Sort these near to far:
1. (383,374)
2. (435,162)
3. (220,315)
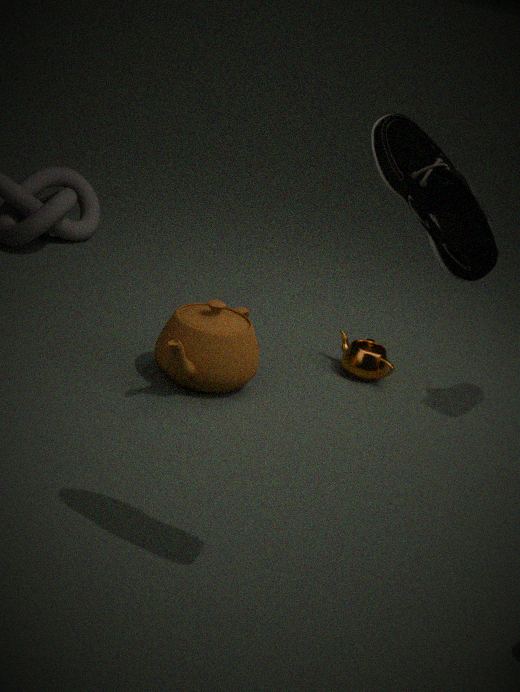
(435,162) → (220,315) → (383,374)
